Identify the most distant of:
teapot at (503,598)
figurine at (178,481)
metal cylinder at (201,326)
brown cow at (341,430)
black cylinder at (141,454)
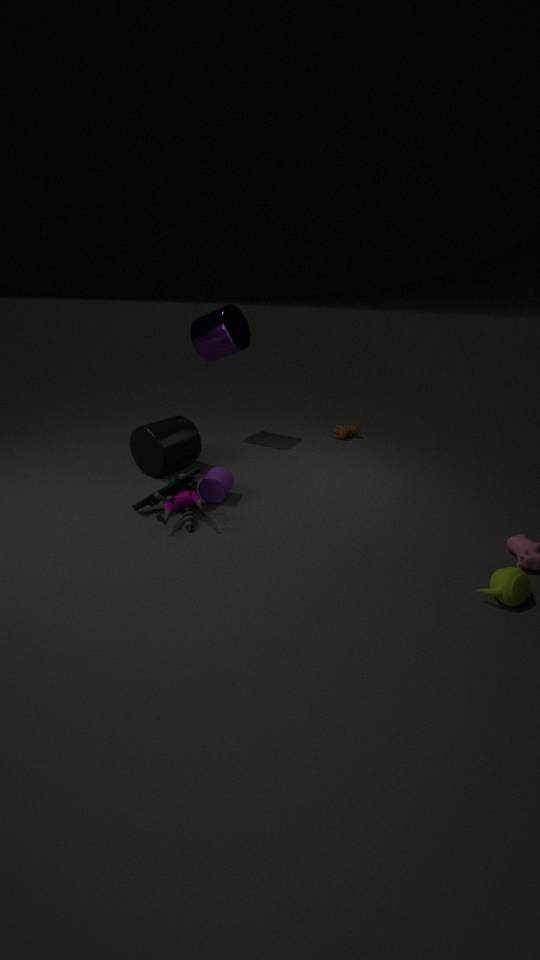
brown cow at (341,430)
